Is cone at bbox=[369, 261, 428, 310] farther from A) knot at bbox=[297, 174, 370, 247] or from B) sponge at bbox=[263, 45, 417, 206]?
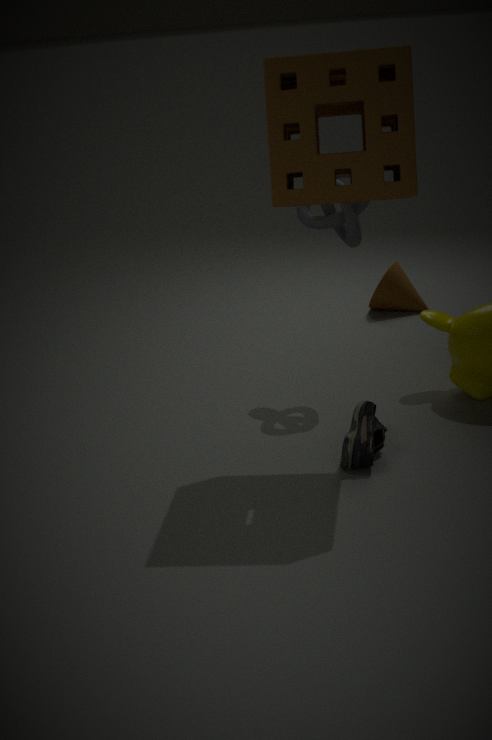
B) sponge at bbox=[263, 45, 417, 206]
